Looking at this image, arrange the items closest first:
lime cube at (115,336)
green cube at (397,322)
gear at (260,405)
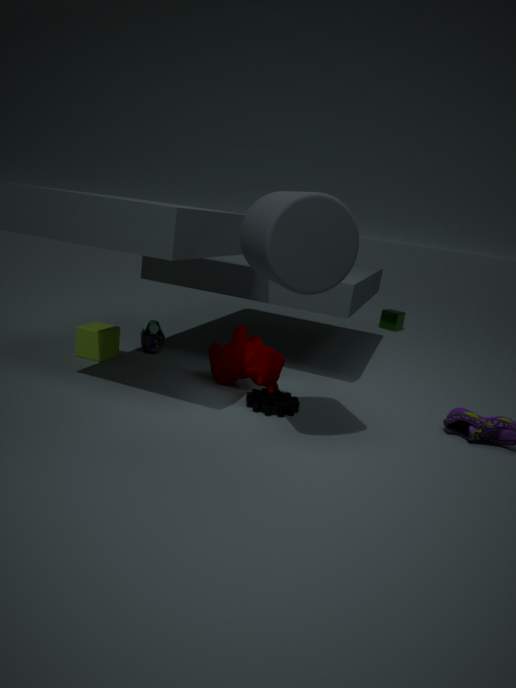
gear at (260,405) → lime cube at (115,336) → green cube at (397,322)
